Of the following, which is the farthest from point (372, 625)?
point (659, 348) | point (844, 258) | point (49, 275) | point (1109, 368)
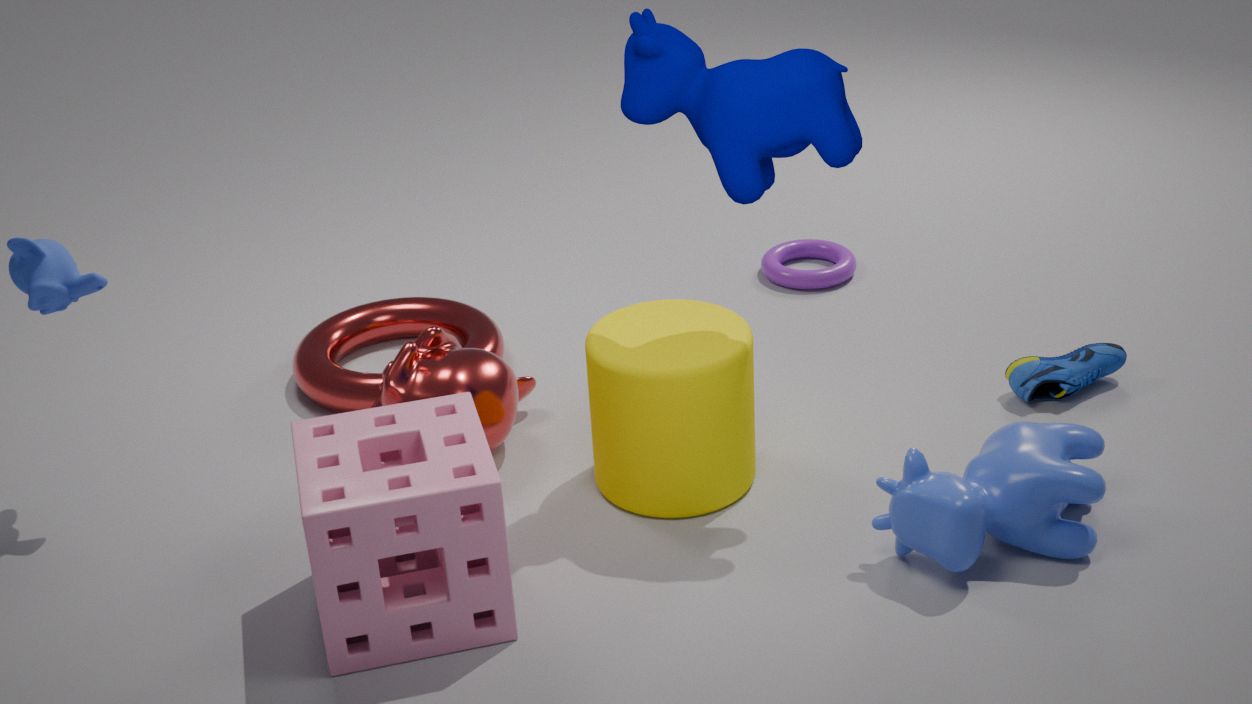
point (844, 258)
